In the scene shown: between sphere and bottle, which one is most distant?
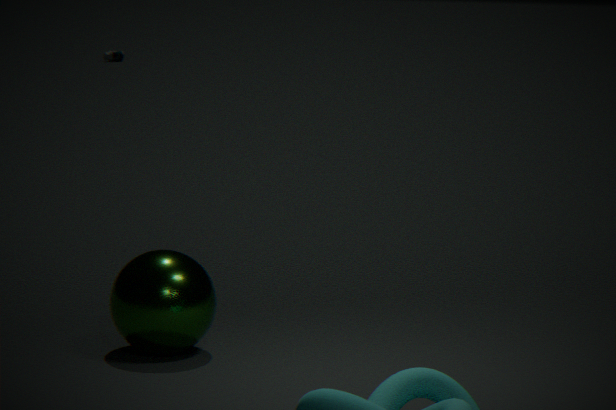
bottle
